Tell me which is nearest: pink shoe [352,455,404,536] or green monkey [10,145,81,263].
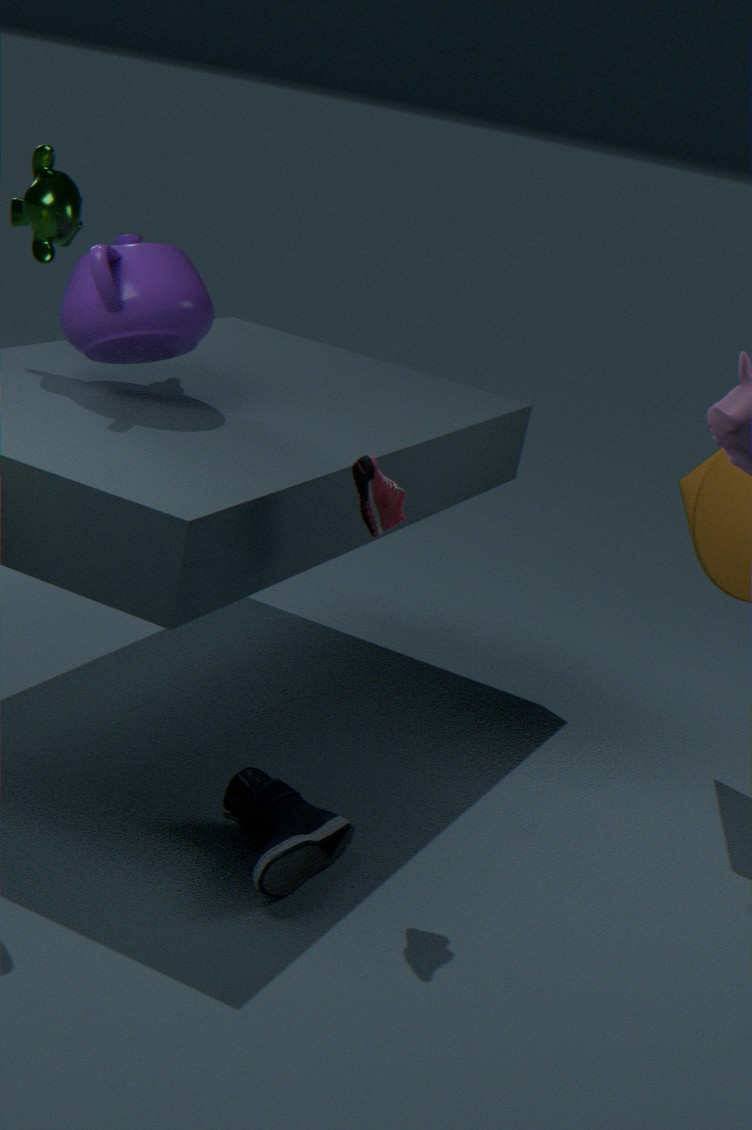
pink shoe [352,455,404,536]
